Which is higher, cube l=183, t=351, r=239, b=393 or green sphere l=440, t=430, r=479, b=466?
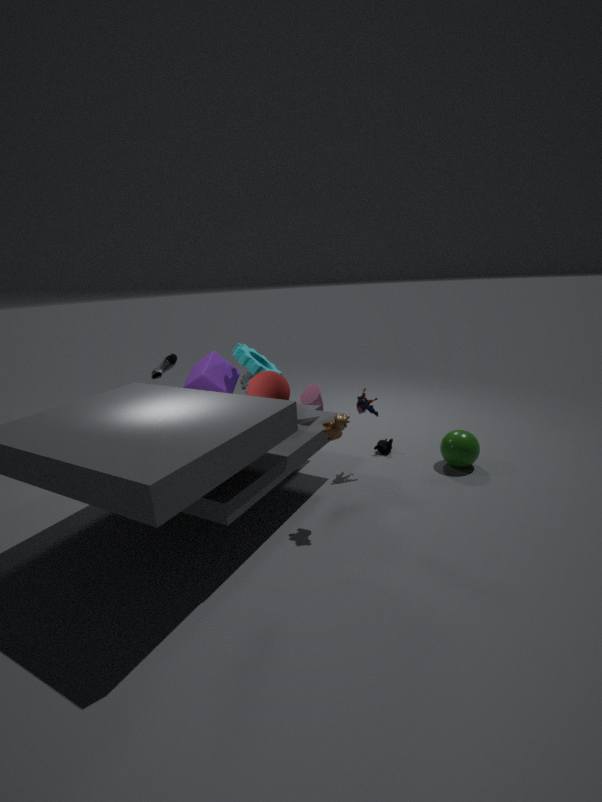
cube l=183, t=351, r=239, b=393
